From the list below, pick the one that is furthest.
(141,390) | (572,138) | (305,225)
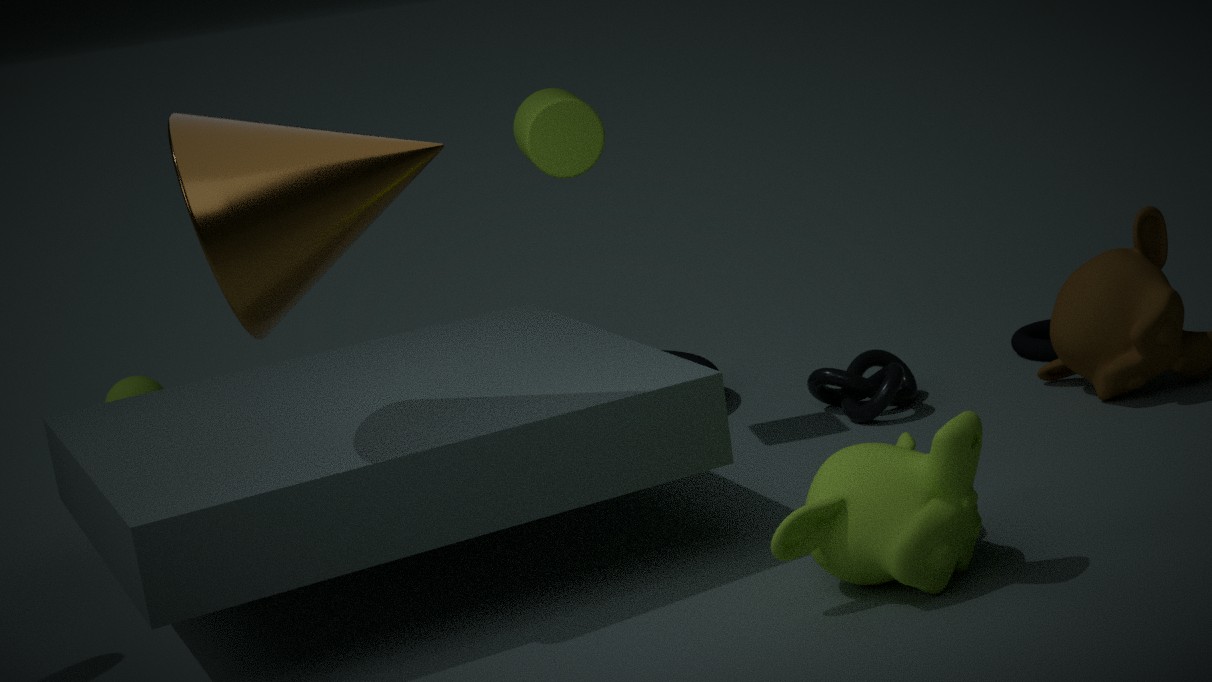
(141,390)
